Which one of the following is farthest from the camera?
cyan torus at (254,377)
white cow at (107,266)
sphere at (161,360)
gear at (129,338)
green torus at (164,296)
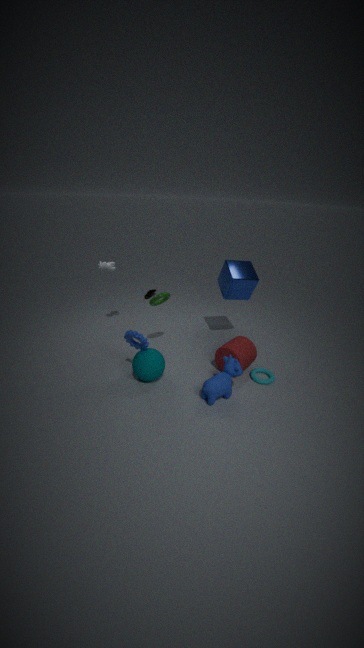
white cow at (107,266)
